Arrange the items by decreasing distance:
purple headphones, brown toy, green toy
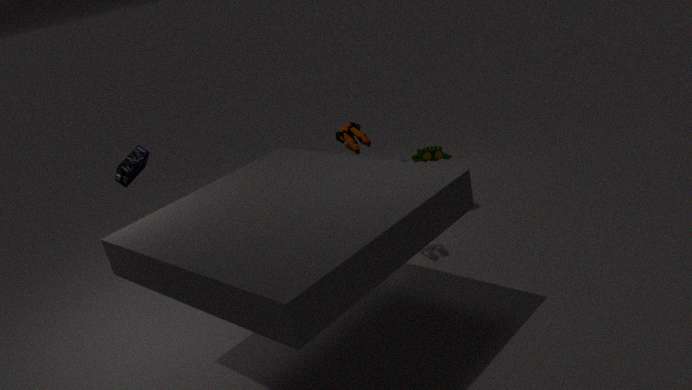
green toy → purple headphones → brown toy
